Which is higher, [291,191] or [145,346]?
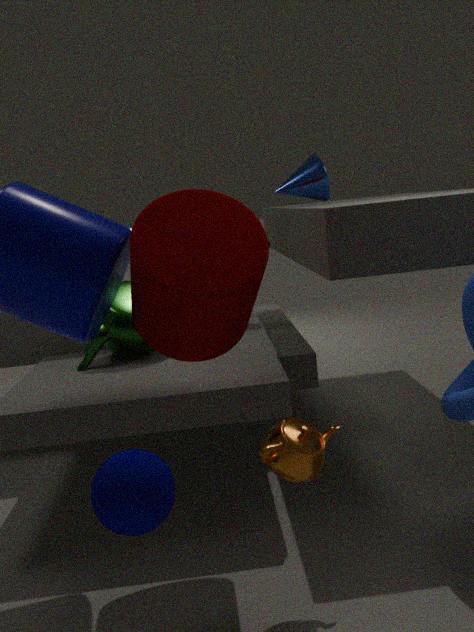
[291,191]
